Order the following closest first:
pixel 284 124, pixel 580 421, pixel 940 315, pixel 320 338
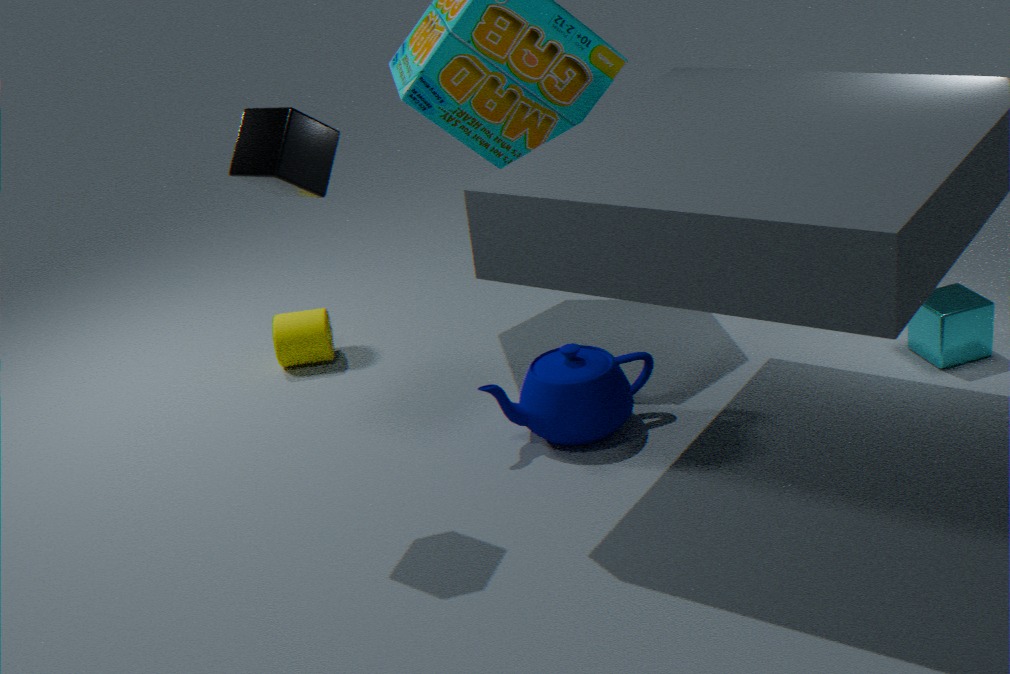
pixel 284 124
pixel 580 421
pixel 940 315
pixel 320 338
